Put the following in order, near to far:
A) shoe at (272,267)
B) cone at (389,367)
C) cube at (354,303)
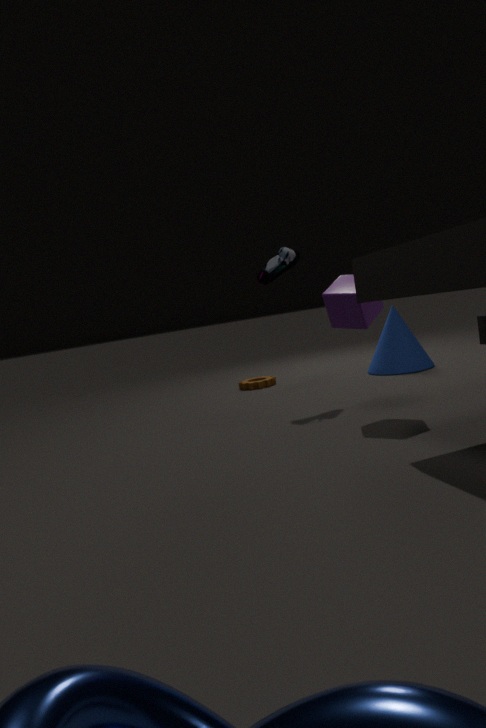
cube at (354,303), shoe at (272,267), cone at (389,367)
